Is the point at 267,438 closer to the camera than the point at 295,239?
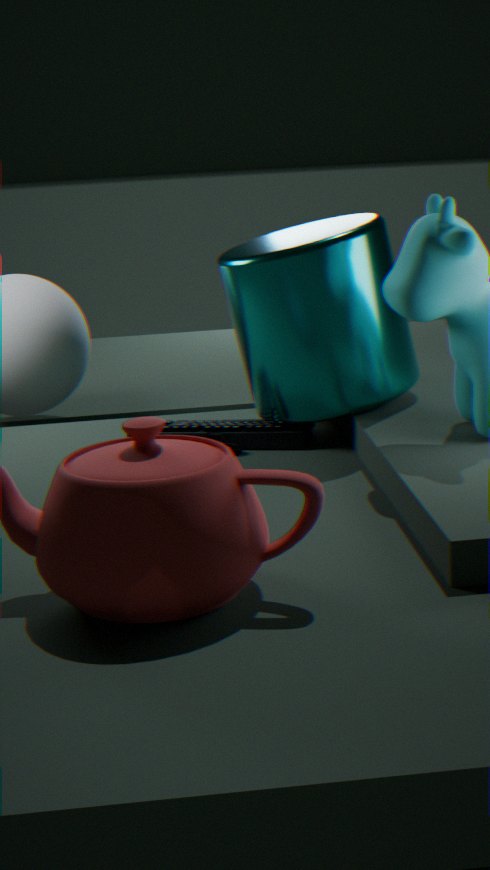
No
